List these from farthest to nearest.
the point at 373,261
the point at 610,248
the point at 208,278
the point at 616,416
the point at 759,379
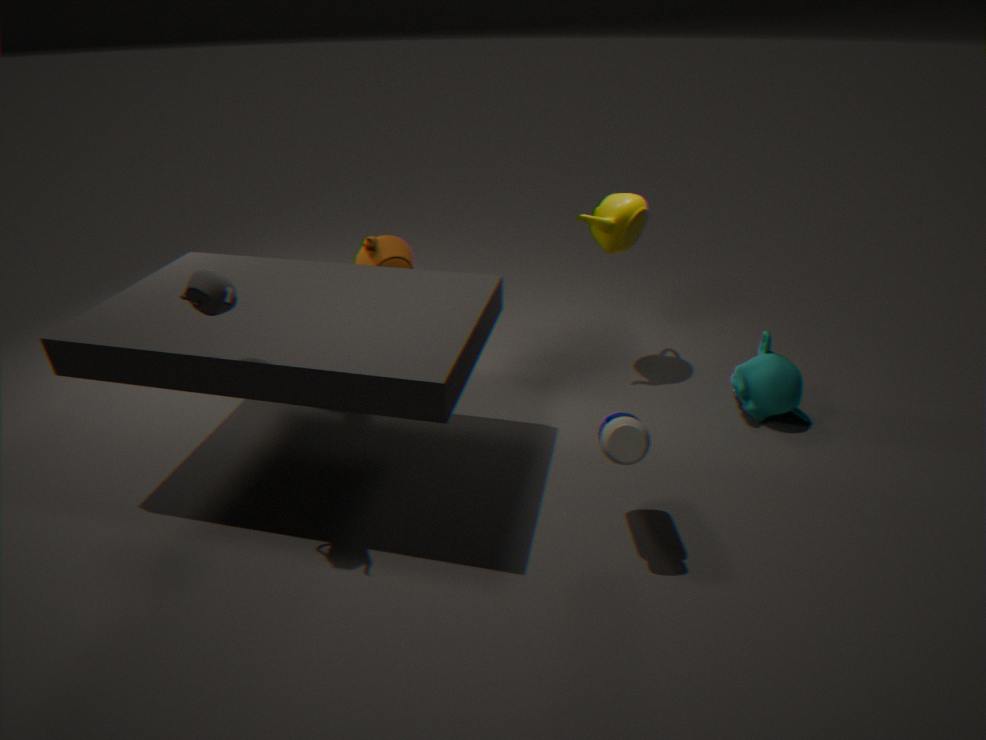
the point at 610,248
the point at 373,261
the point at 759,379
the point at 616,416
the point at 208,278
